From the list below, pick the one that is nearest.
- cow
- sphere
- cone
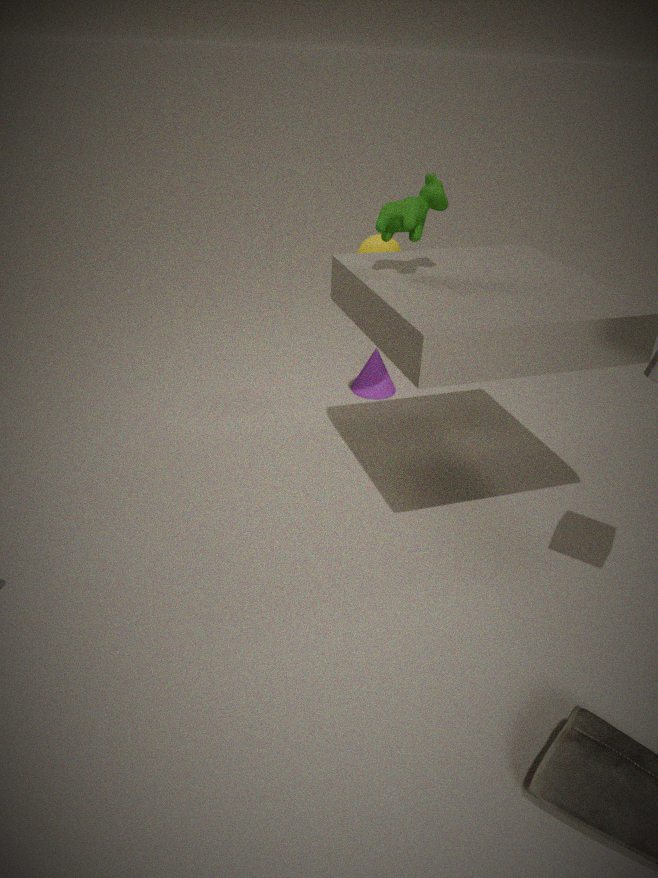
cow
